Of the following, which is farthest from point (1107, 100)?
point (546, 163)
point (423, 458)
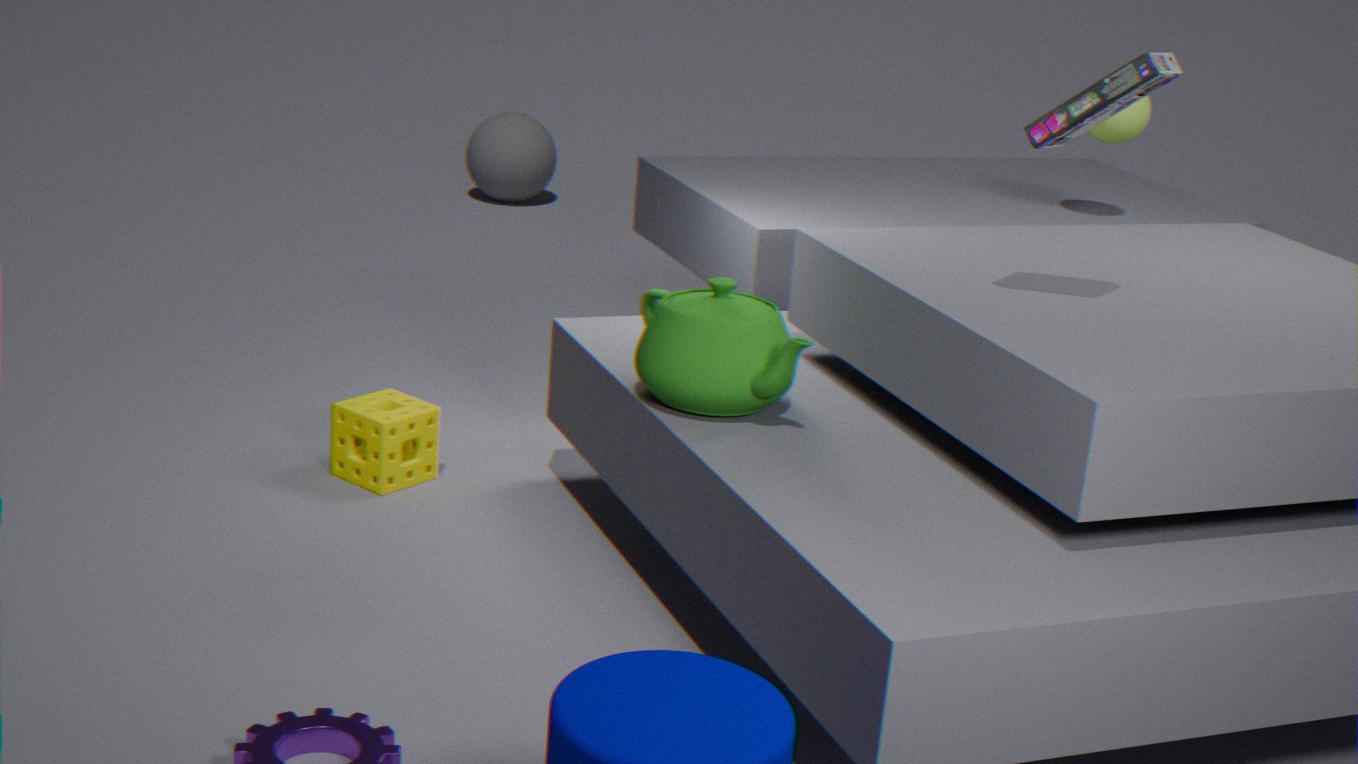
point (546, 163)
